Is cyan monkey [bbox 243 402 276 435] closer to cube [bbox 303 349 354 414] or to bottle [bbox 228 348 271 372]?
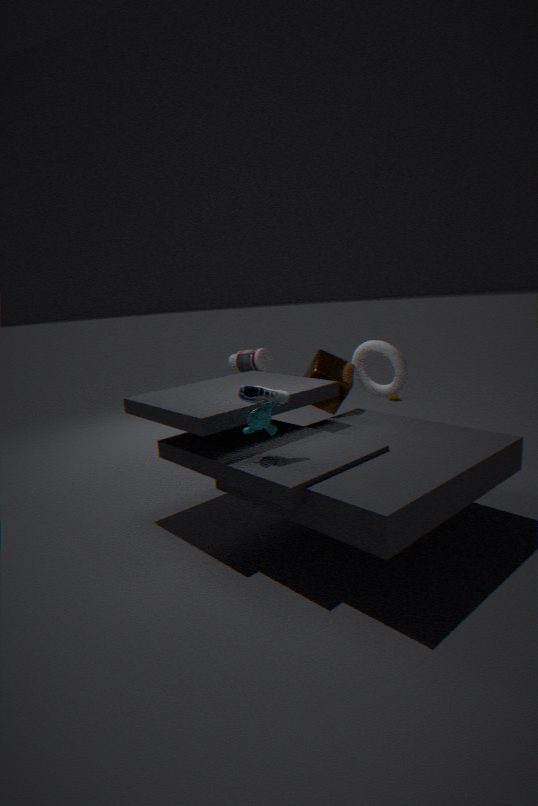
cube [bbox 303 349 354 414]
